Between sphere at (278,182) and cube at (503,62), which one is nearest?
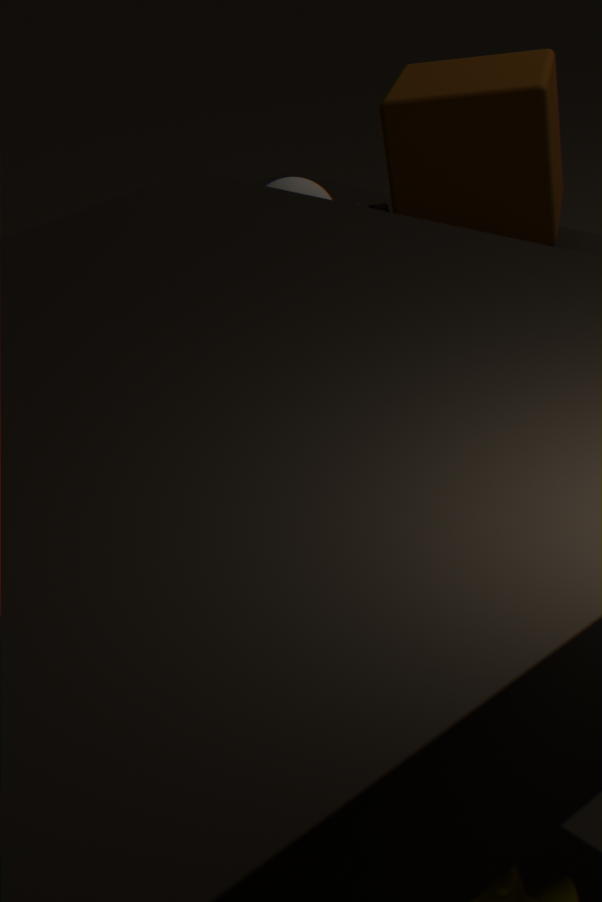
sphere at (278,182)
